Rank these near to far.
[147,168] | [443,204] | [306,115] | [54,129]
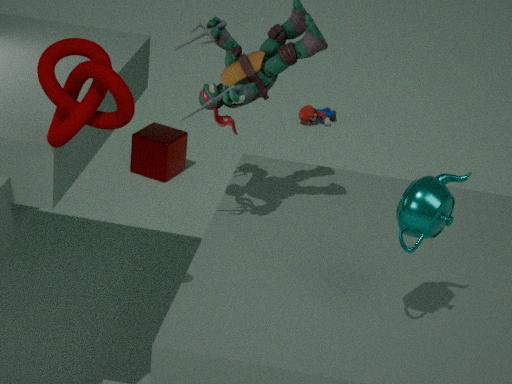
1. [54,129]
2. [443,204]
3. [147,168]
4. [306,115]
